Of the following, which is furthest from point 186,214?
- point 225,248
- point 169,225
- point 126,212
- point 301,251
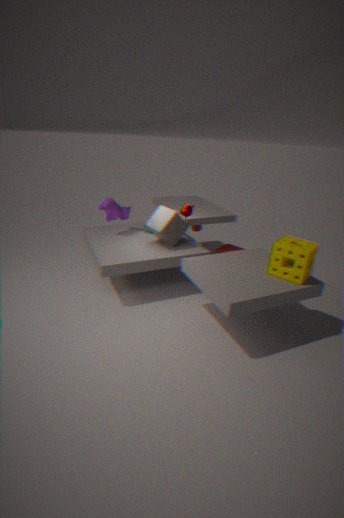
point 301,251
